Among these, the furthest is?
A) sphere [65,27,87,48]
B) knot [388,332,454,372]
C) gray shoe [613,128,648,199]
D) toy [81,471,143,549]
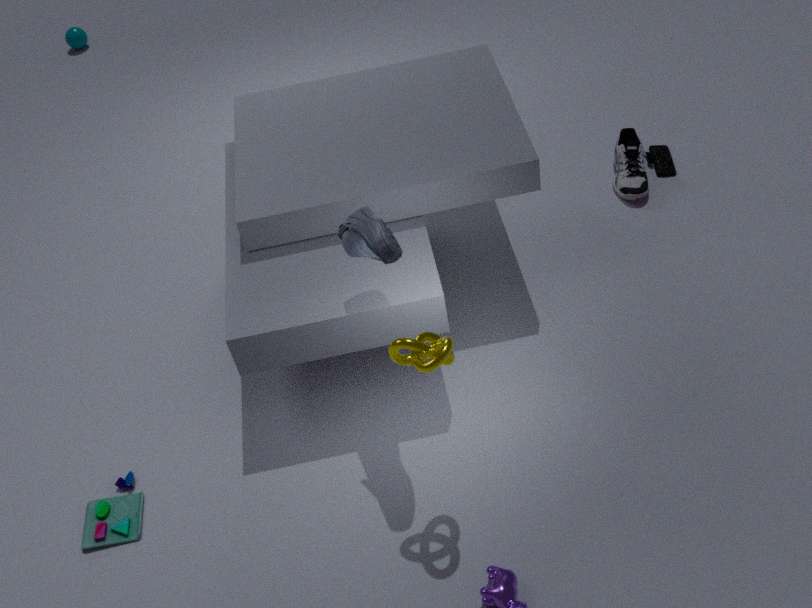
sphere [65,27,87,48]
